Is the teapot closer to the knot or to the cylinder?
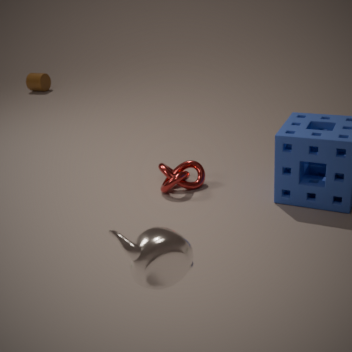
the knot
